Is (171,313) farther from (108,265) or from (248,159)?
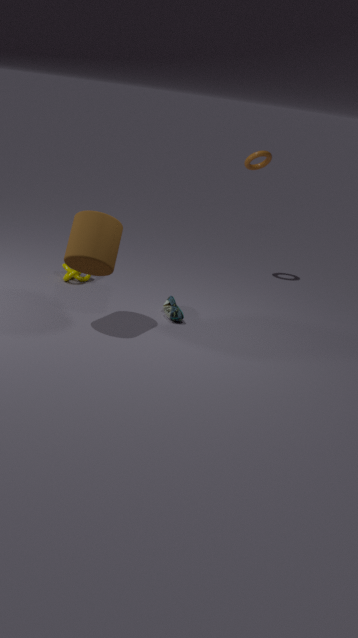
(248,159)
